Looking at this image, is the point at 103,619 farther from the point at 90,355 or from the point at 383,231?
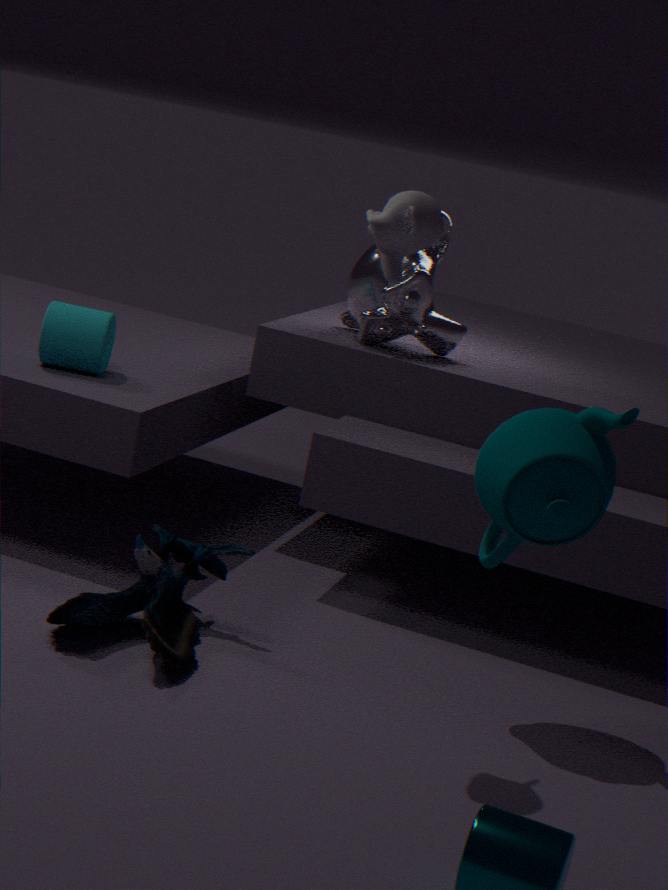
the point at 383,231
